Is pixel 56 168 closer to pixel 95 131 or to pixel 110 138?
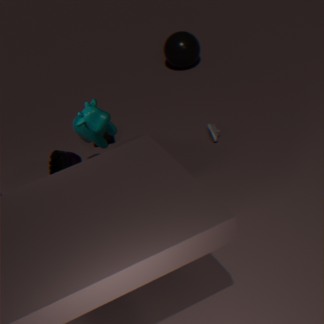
pixel 95 131
